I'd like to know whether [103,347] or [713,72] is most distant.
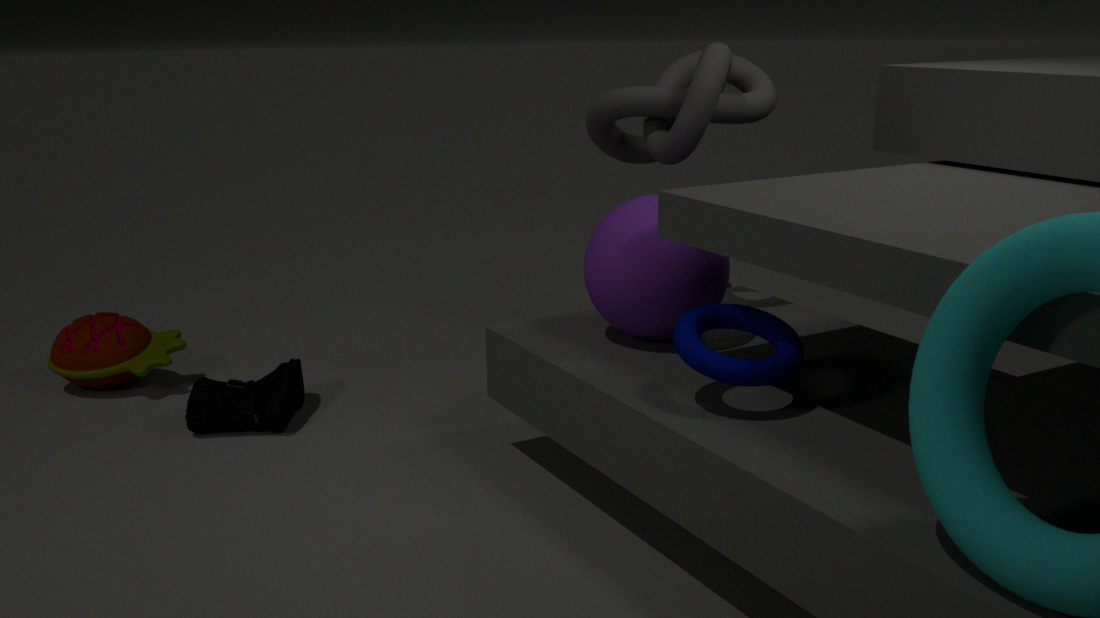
[103,347]
